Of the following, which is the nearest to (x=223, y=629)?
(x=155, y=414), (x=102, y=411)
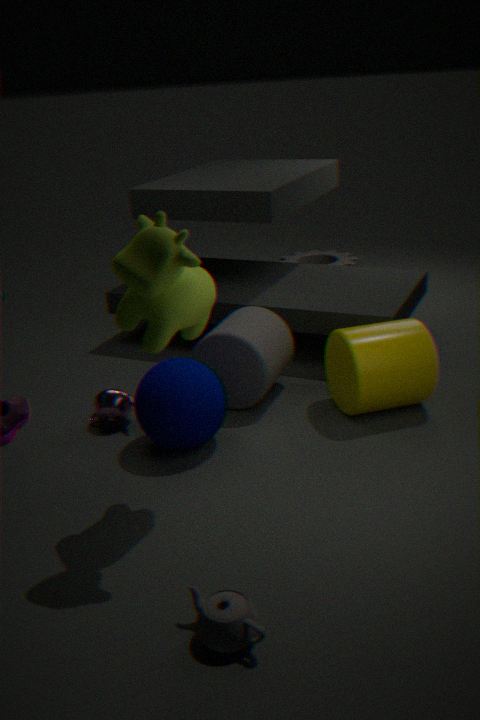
(x=155, y=414)
